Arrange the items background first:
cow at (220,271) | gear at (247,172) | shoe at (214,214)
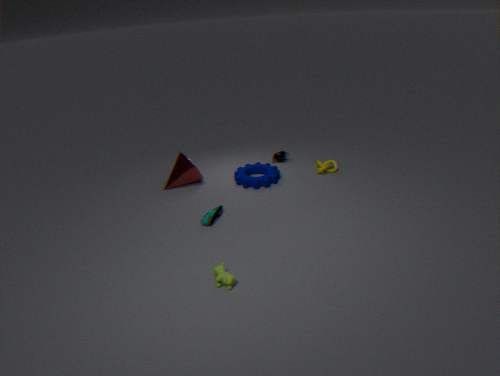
gear at (247,172) < shoe at (214,214) < cow at (220,271)
